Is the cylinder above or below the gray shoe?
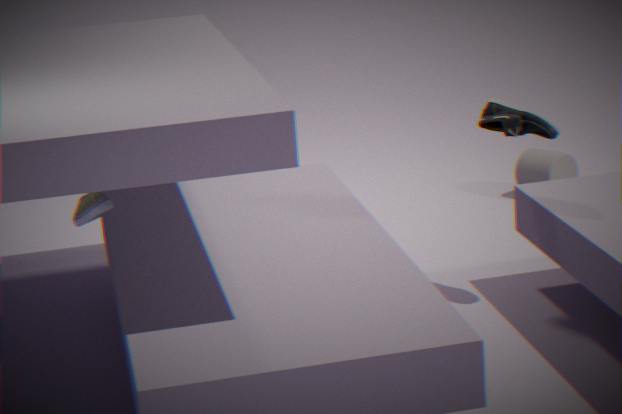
below
